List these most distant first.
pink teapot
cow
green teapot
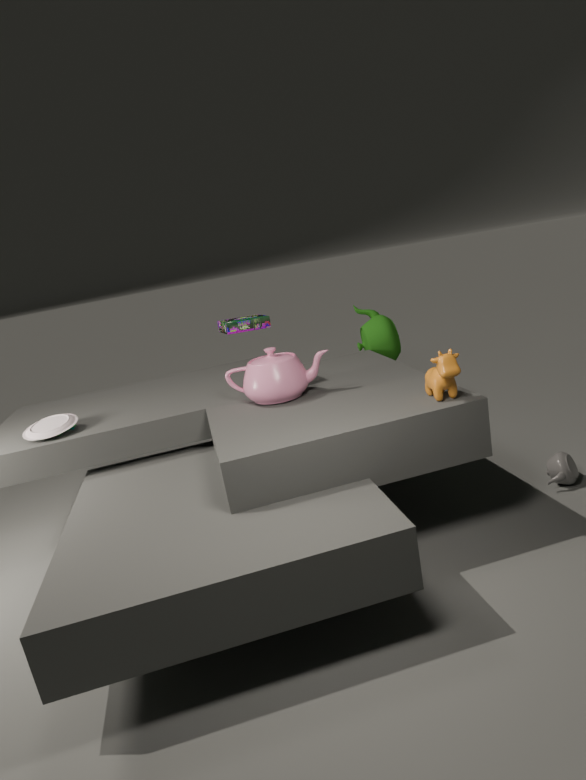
green teapot → pink teapot → cow
